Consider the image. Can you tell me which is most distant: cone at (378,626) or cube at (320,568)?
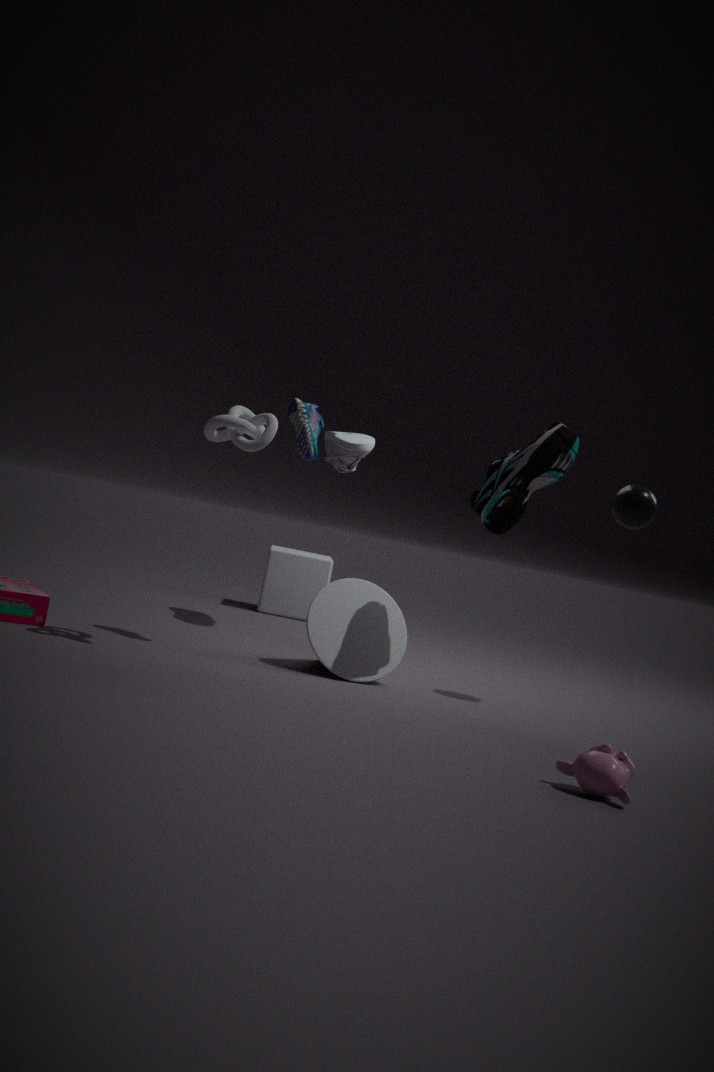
cube at (320,568)
